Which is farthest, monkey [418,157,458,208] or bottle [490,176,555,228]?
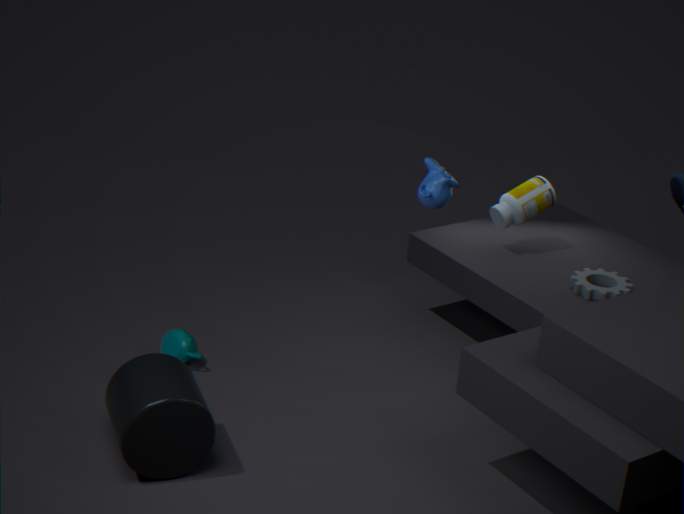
bottle [490,176,555,228]
